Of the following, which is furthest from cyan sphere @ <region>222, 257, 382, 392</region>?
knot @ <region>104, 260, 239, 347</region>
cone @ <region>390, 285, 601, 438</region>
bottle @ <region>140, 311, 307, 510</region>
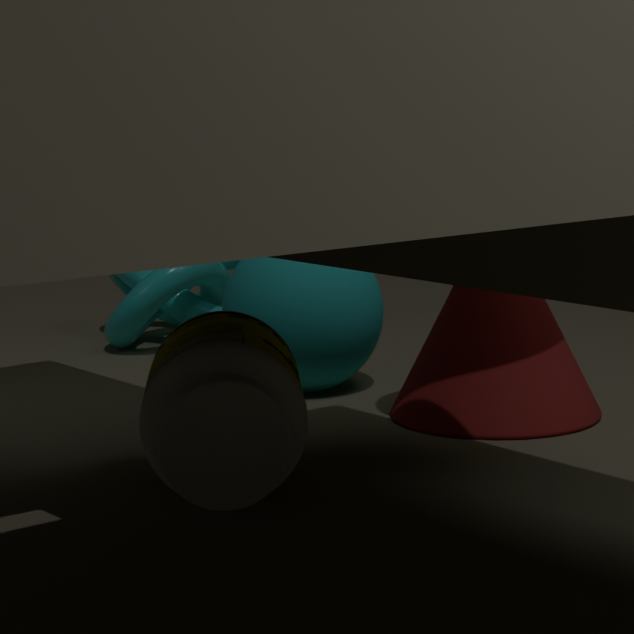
bottle @ <region>140, 311, 307, 510</region>
